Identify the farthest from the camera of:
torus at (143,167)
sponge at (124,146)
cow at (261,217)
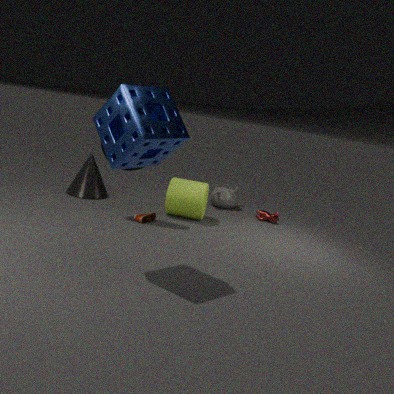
cow at (261,217)
